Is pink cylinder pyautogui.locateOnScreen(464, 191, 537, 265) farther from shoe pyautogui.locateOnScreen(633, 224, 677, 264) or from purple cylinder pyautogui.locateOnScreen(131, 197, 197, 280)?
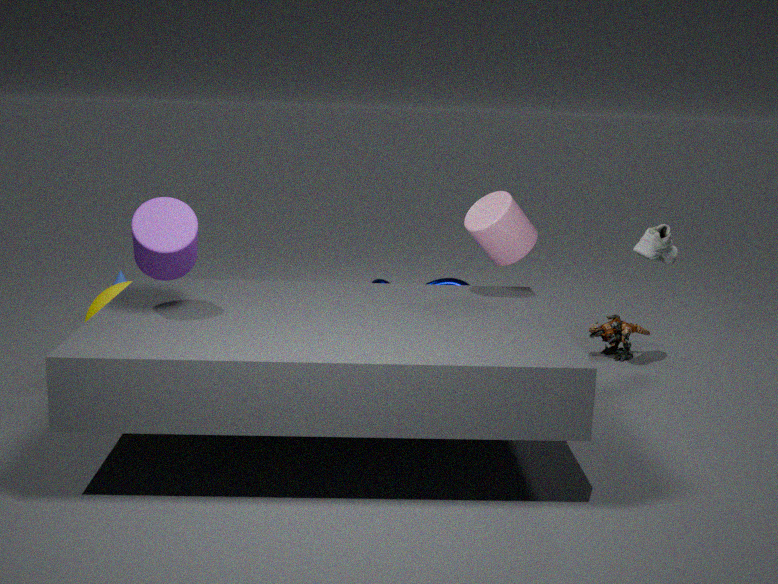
purple cylinder pyautogui.locateOnScreen(131, 197, 197, 280)
